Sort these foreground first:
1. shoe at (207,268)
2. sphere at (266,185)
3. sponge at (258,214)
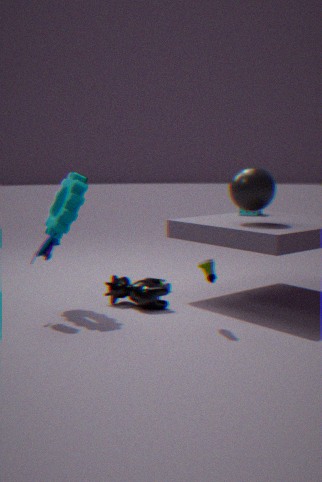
1. shoe at (207,268)
2. sphere at (266,185)
3. sponge at (258,214)
